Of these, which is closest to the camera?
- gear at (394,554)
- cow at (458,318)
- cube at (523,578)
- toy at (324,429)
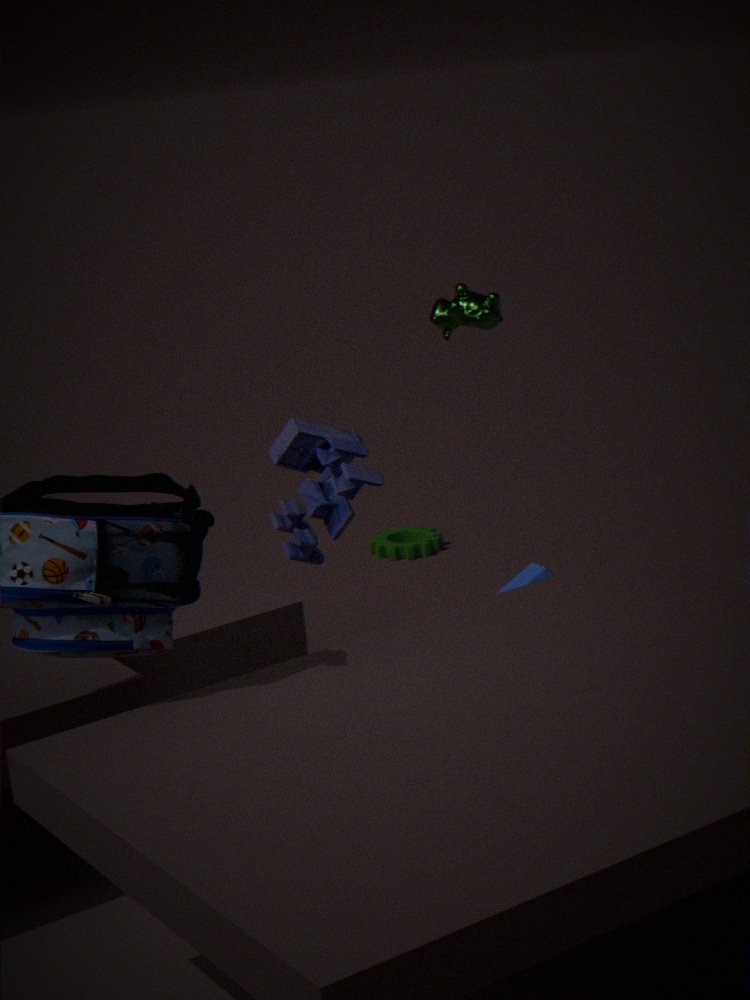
cube at (523,578)
